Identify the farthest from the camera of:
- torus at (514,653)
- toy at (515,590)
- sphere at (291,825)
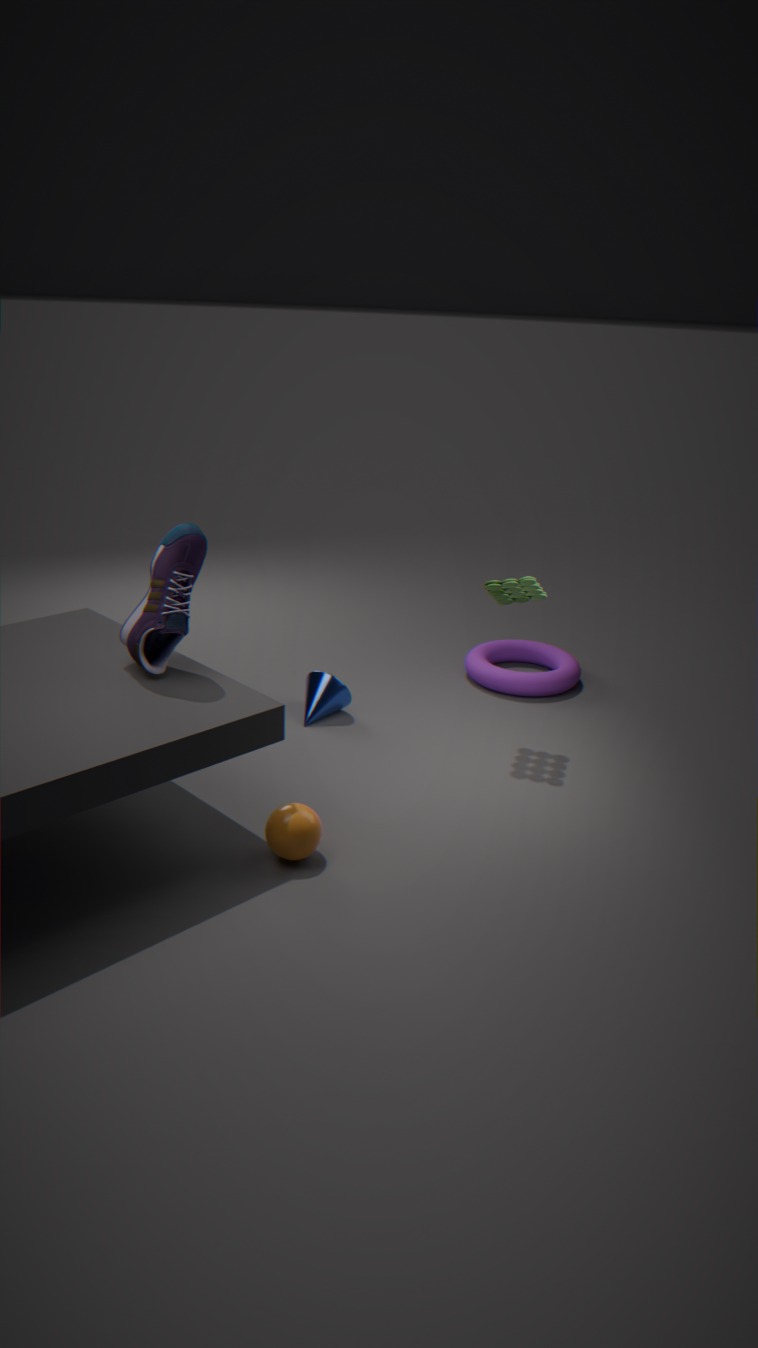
torus at (514,653)
